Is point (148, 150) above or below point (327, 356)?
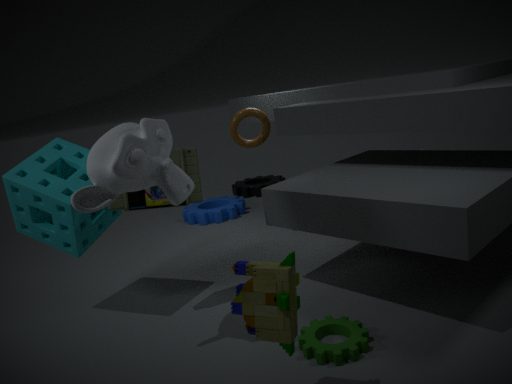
above
